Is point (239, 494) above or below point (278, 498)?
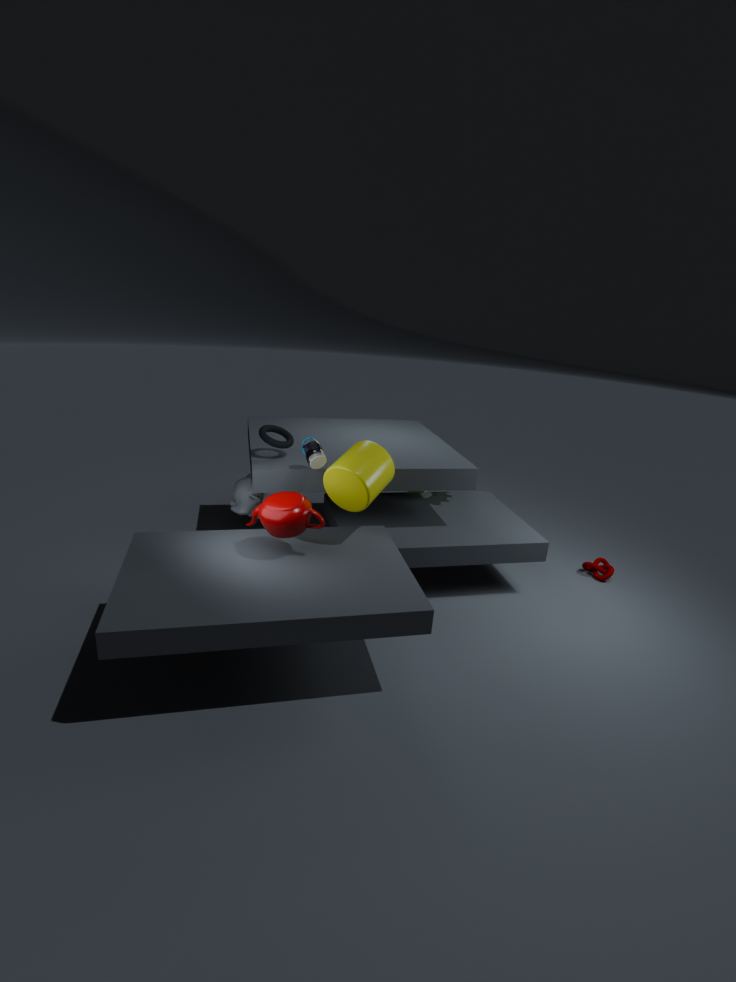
below
